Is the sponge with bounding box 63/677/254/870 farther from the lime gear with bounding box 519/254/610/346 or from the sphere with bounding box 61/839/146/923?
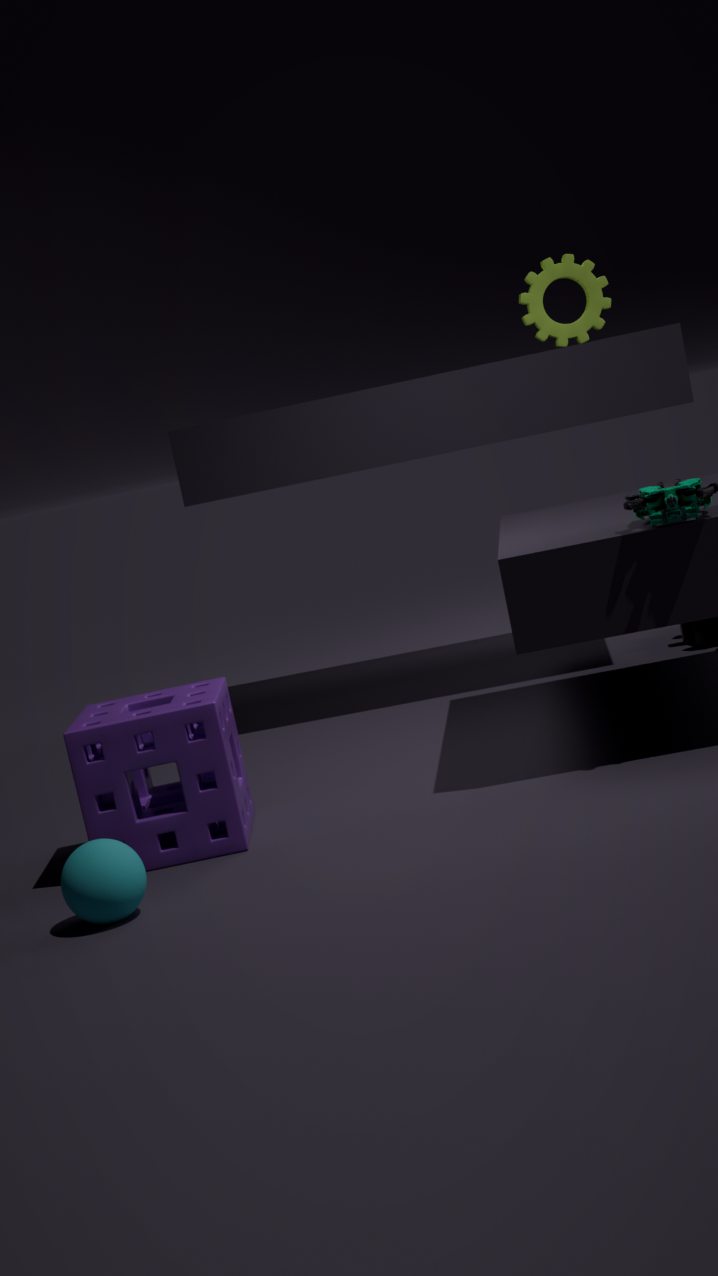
the lime gear with bounding box 519/254/610/346
